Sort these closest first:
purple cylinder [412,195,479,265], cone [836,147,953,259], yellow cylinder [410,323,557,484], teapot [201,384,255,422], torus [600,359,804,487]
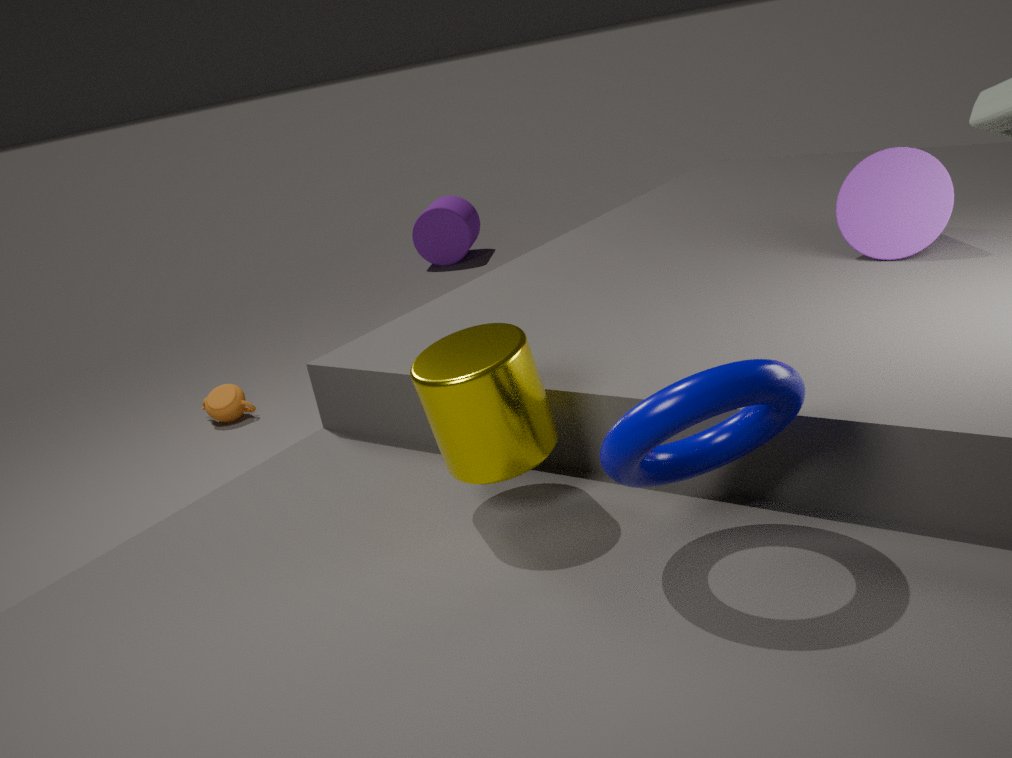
torus [600,359,804,487], yellow cylinder [410,323,557,484], cone [836,147,953,259], teapot [201,384,255,422], purple cylinder [412,195,479,265]
